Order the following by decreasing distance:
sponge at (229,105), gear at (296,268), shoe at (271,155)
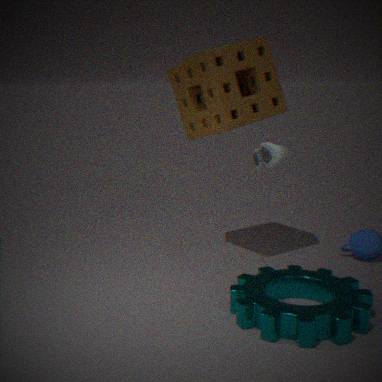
sponge at (229,105)
shoe at (271,155)
gear at (296,268)
